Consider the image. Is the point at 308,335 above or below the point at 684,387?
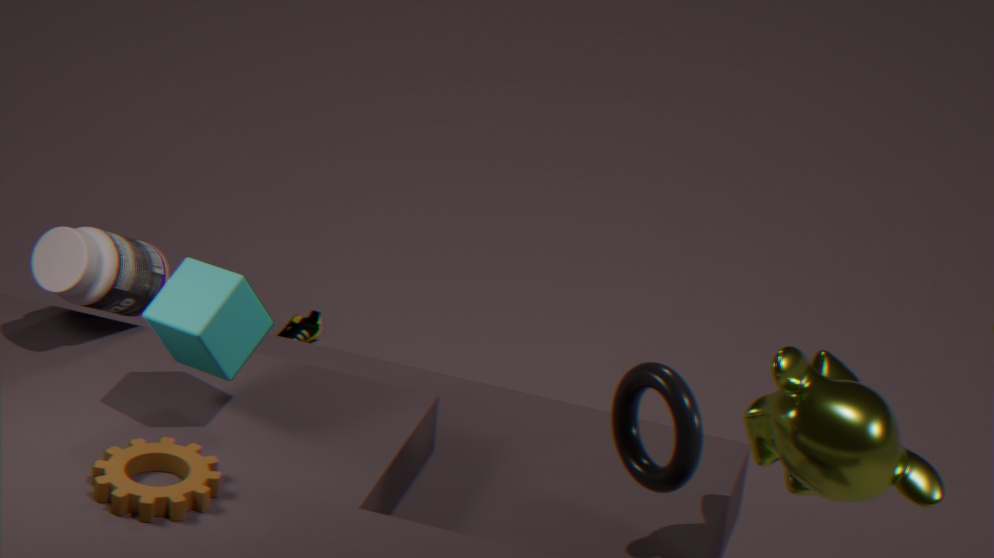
below
